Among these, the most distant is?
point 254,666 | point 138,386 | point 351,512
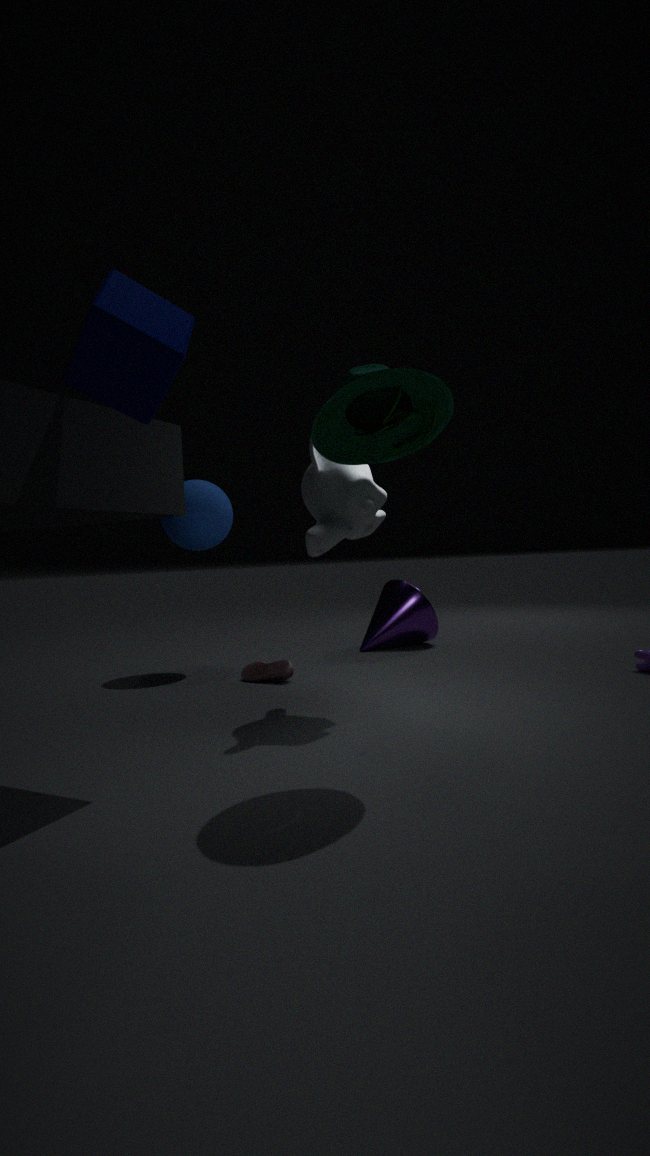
point 254,666
